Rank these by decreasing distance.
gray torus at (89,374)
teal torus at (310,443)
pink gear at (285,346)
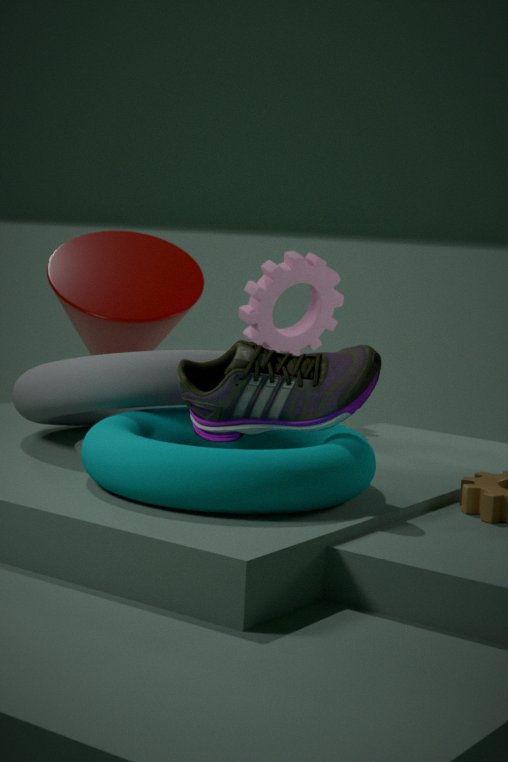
pink gear at (285,346)
gray torus at (89,374)
teal torus at (310,443)
